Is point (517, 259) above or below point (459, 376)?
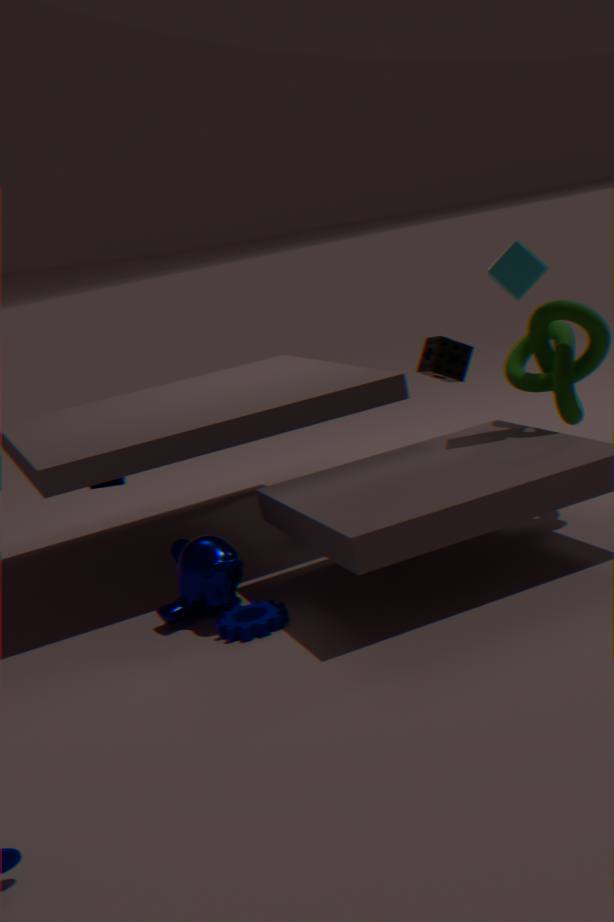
above
